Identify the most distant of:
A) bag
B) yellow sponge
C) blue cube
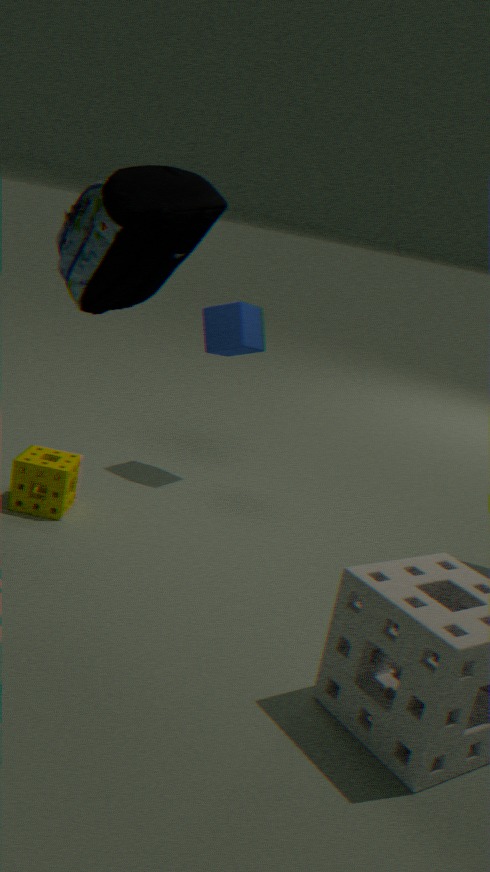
blue cube
